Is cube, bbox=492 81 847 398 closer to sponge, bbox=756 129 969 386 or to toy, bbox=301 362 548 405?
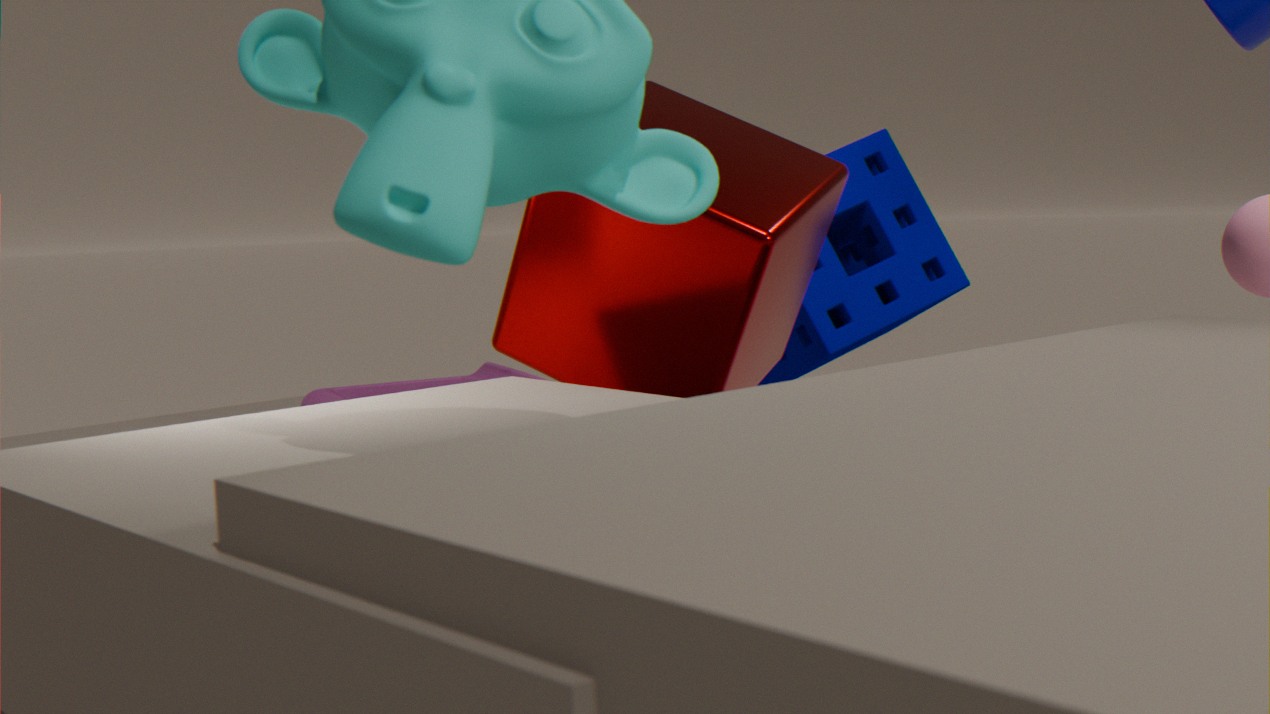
toy, bbox=301 362 548 405
